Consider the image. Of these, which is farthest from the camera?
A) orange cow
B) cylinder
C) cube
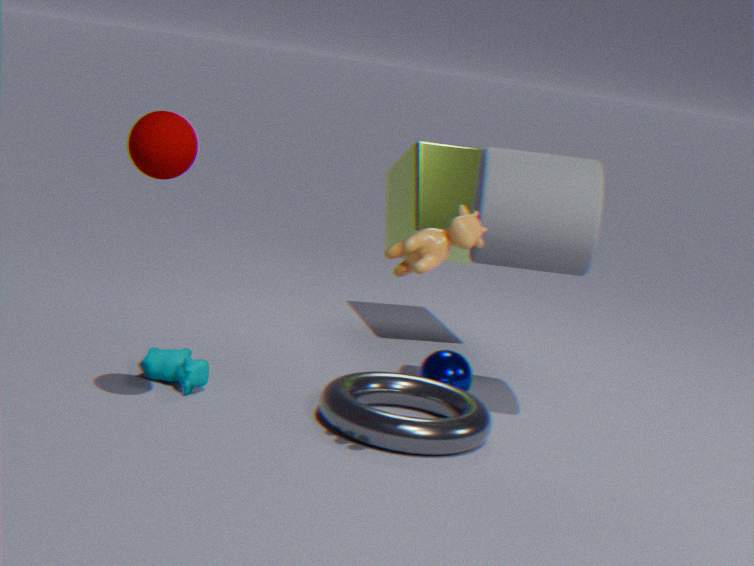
cube
